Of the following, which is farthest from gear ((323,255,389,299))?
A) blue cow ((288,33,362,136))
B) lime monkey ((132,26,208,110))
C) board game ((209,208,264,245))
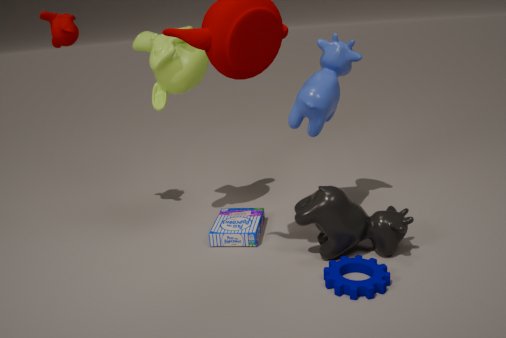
lime monkey ((132,26,208,110))
